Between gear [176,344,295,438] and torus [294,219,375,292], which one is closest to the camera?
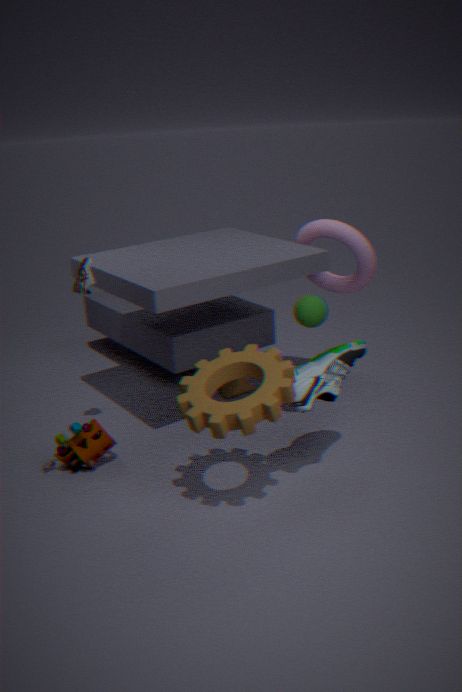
gear [176,344,295,438]
